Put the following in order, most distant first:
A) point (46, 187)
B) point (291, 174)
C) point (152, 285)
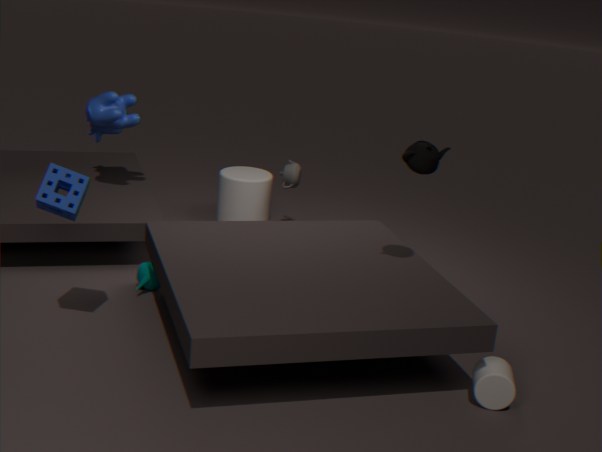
point (291, 174)
point (152, 285)
point (46, 187)
